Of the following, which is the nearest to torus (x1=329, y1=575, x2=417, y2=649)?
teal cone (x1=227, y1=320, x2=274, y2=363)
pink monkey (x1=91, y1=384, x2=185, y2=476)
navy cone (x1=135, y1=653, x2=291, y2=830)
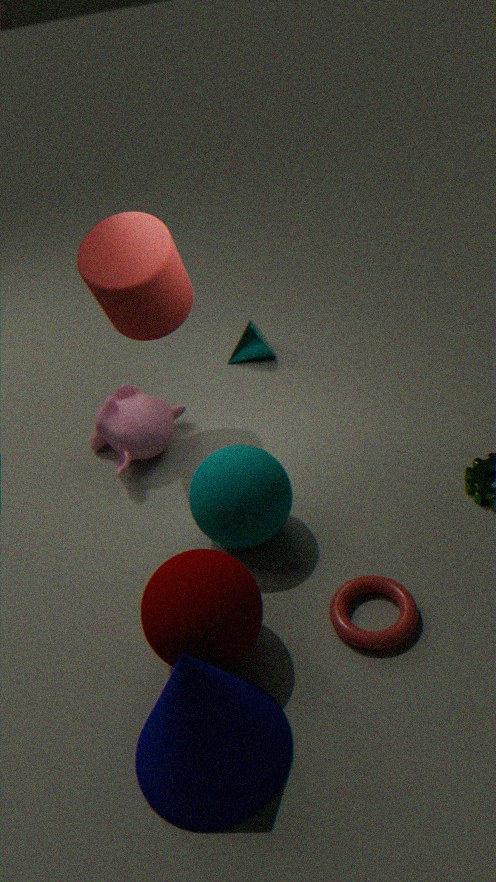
navy cone (x1=135, y1=653, x2=291, y2=830)
